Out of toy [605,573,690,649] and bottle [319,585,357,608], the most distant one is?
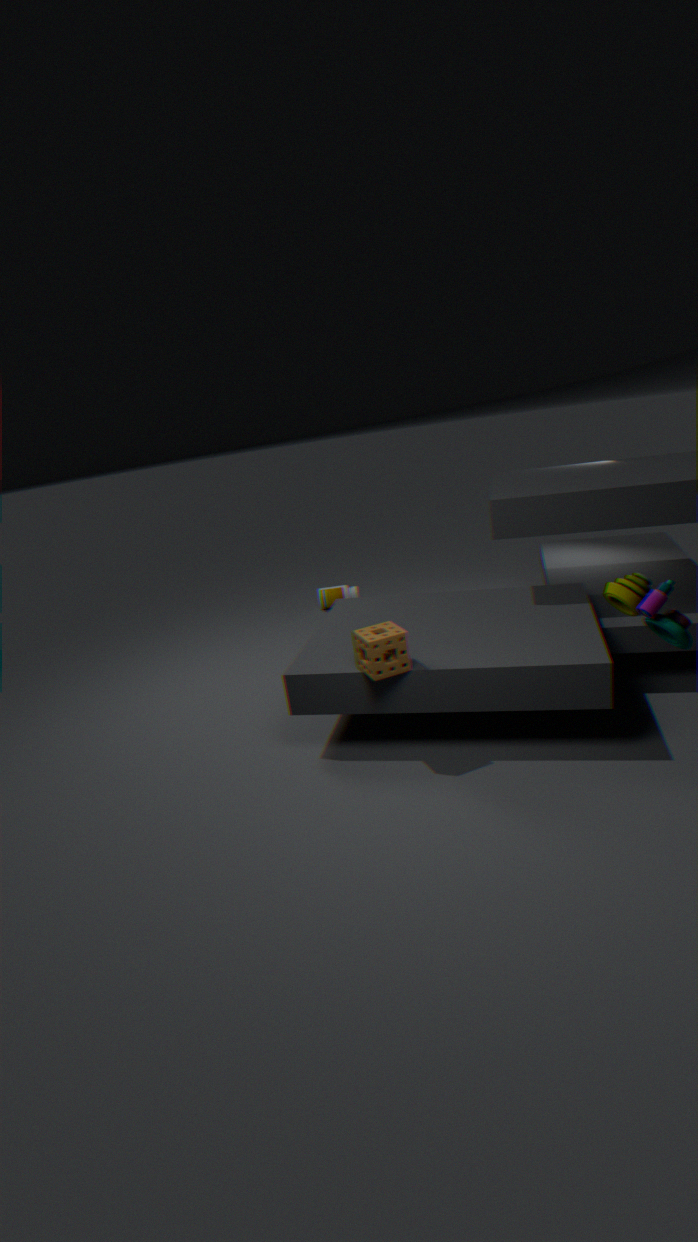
bottle [319,585,357,608]
